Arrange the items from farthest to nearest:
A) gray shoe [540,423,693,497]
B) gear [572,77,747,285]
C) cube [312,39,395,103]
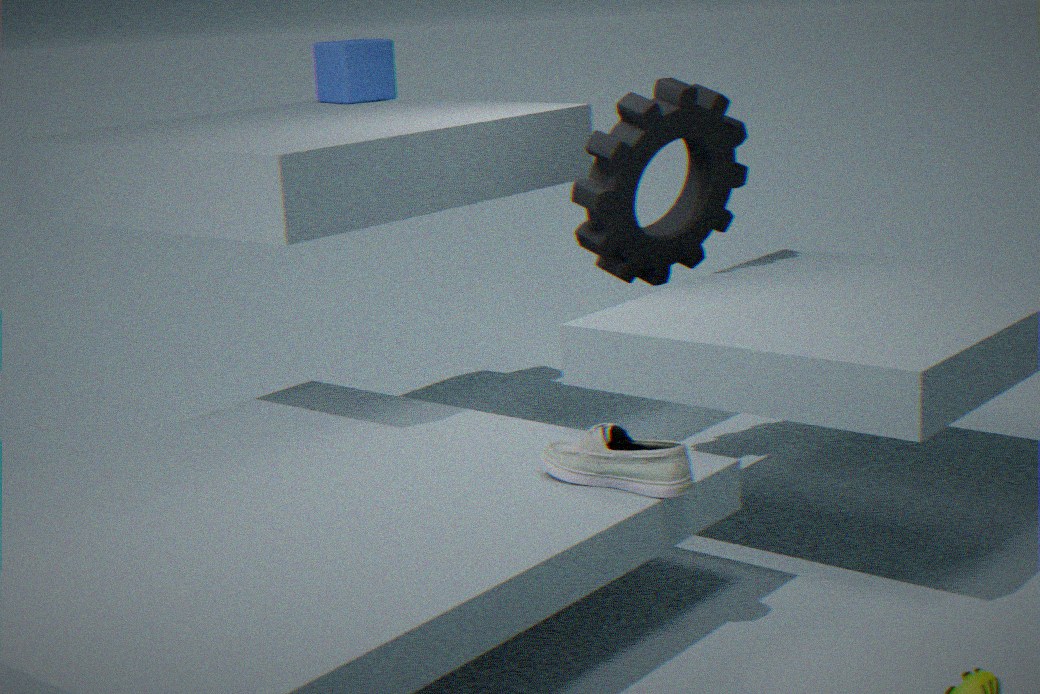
cube [312,39,395,103] → gear [572,77,747,285] → gray shoe [540,423,693,497]
